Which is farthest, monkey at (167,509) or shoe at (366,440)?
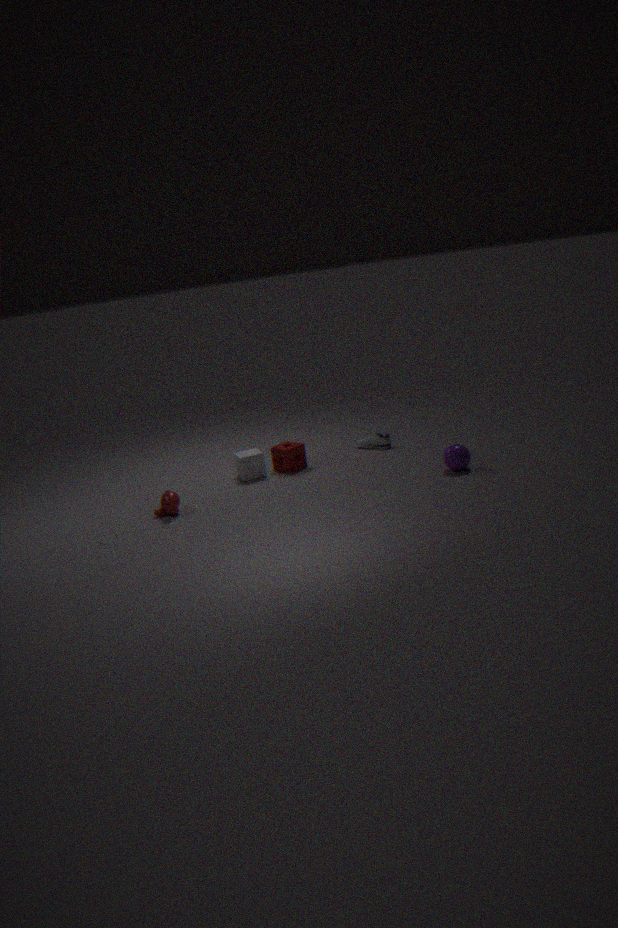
shoe at (366,440)
